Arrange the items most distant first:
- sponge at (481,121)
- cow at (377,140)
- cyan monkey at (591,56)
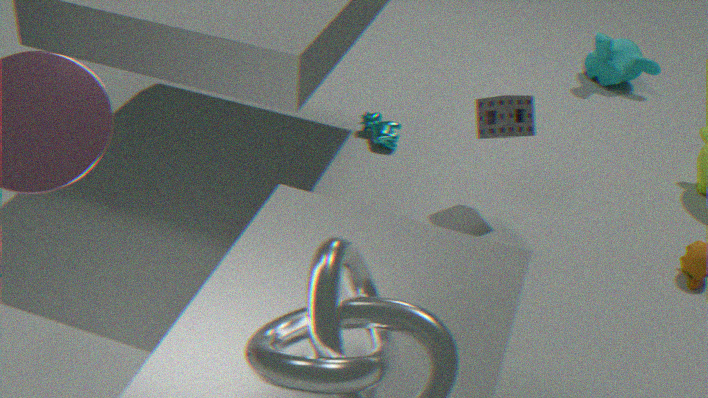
cyan monkey at (591,56) → cow at (377,140) → sponge at (481,121)
